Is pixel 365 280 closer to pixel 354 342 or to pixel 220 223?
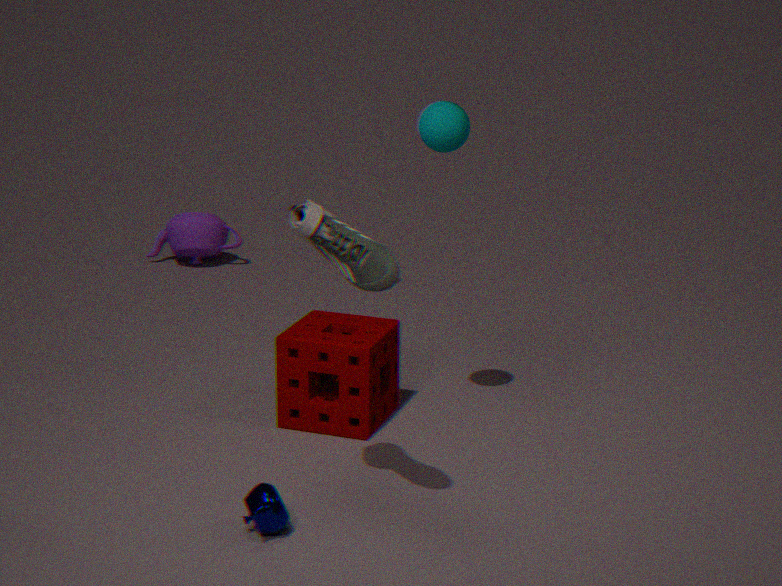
pixel 354 342
